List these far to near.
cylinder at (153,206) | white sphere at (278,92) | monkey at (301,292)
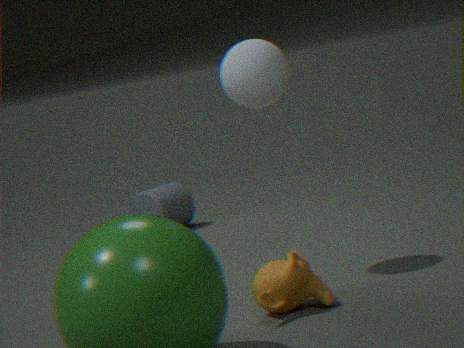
1. cylinder at (153,206)
2. white sphere at (278,92)
3. monkey at (301,292)
